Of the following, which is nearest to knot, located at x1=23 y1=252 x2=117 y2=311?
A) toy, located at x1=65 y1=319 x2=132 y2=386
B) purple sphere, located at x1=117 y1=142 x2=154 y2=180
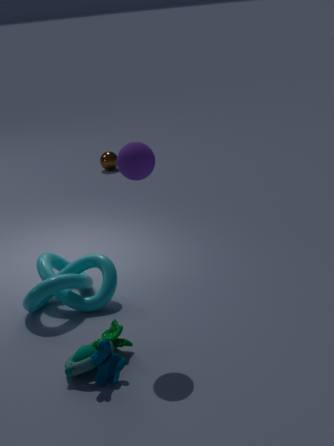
toy, located at x1=65 y1=319 x2=132 y2=386
